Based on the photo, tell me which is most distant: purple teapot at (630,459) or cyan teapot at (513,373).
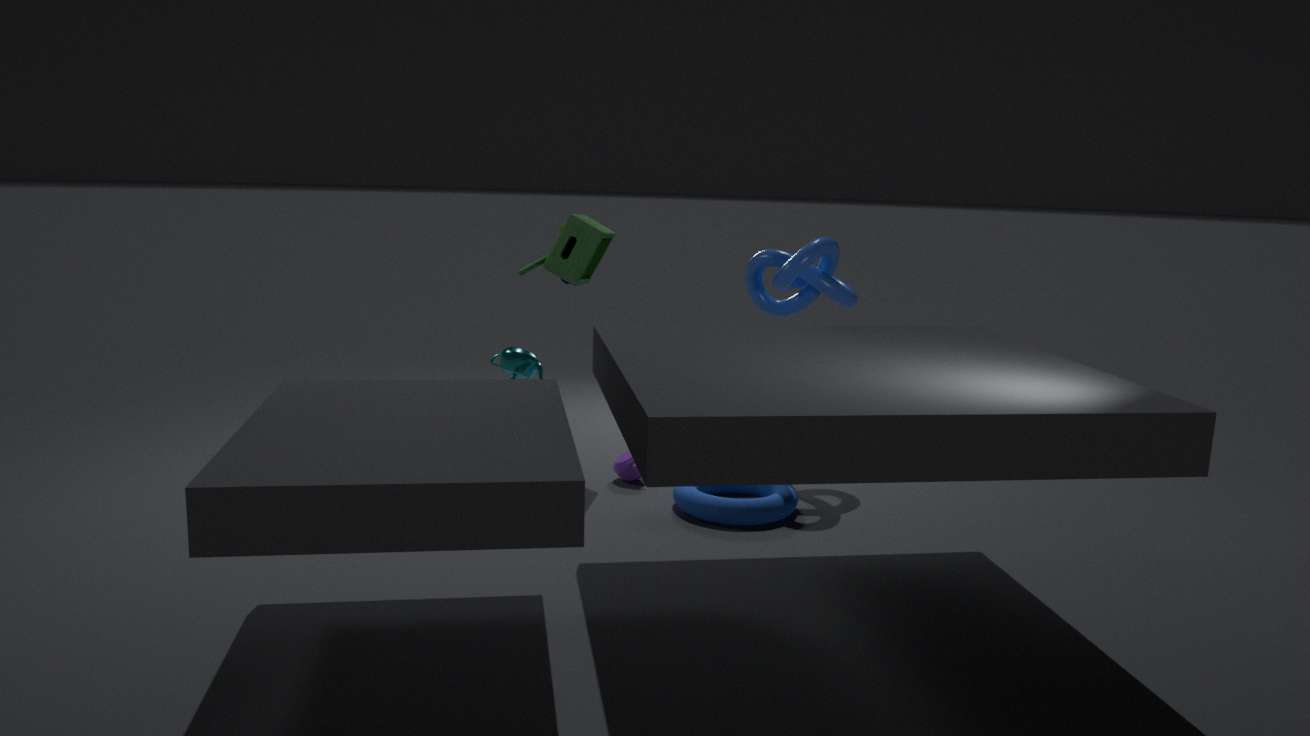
purple teapot at (630,459)
